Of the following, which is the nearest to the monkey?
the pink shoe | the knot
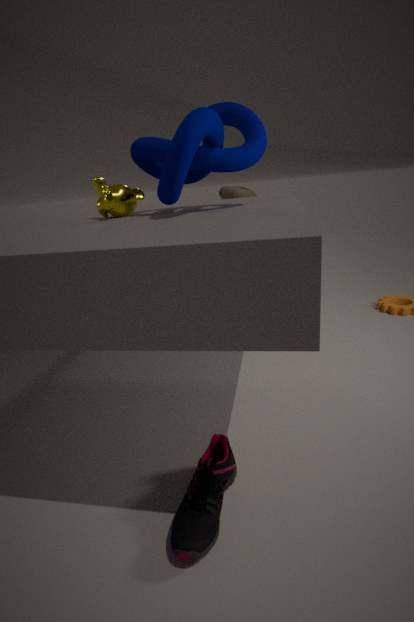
the knot
